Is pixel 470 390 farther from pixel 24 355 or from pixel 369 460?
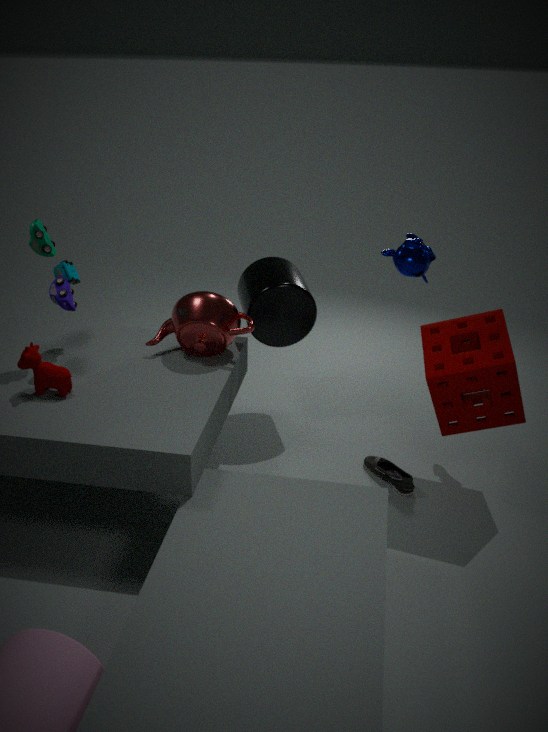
pixel 24 355
